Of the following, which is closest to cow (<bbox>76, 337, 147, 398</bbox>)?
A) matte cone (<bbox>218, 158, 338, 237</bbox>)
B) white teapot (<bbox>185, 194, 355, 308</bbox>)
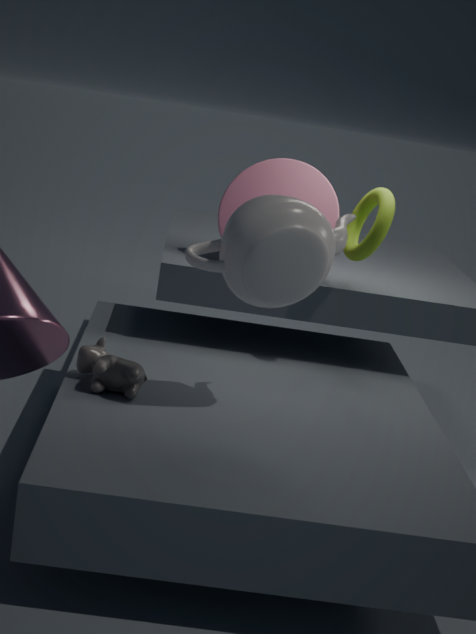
white teapot (<bbox>185, 194, 355, 308</bbox>)
